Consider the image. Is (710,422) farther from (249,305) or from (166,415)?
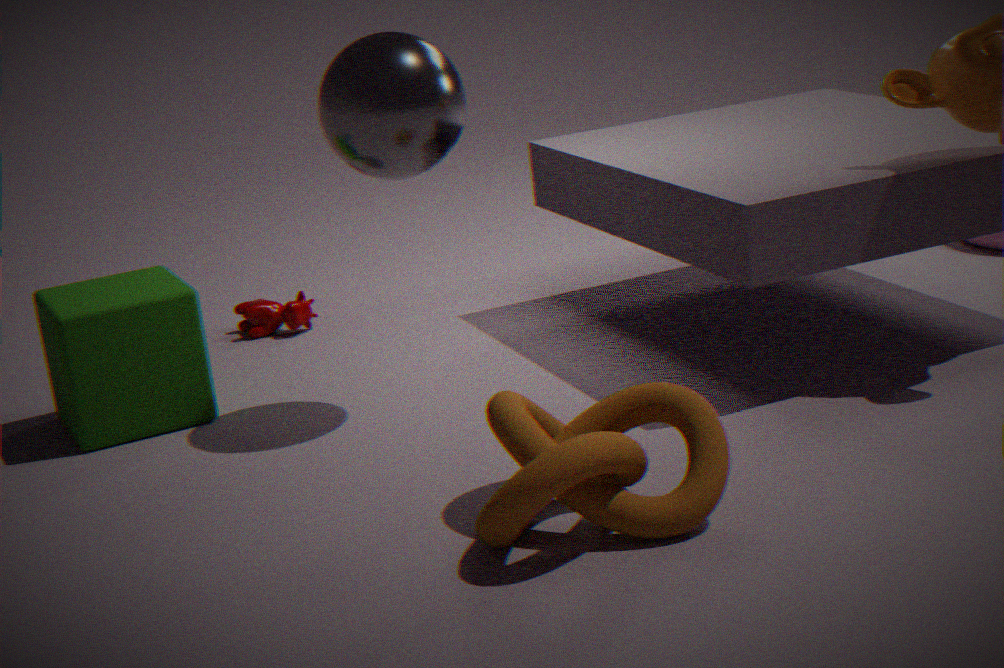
(249,305)
